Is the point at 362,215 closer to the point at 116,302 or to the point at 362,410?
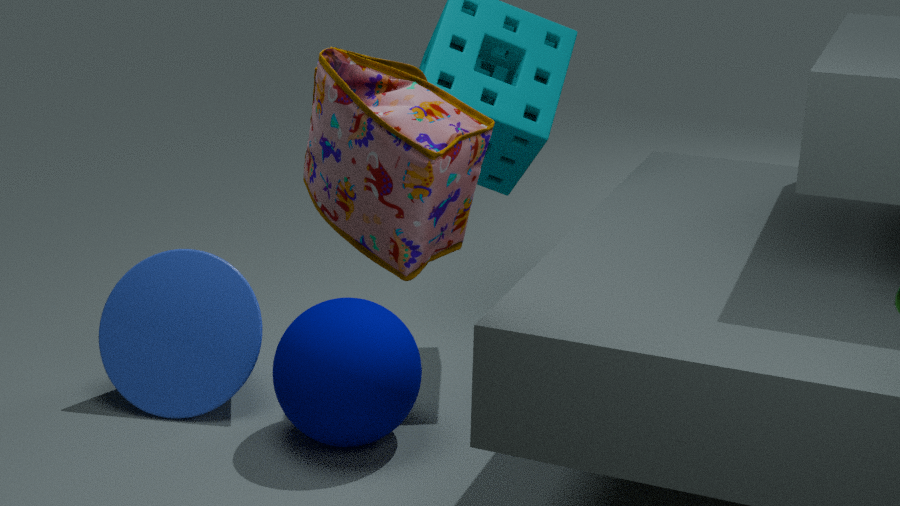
the point at 362,410
